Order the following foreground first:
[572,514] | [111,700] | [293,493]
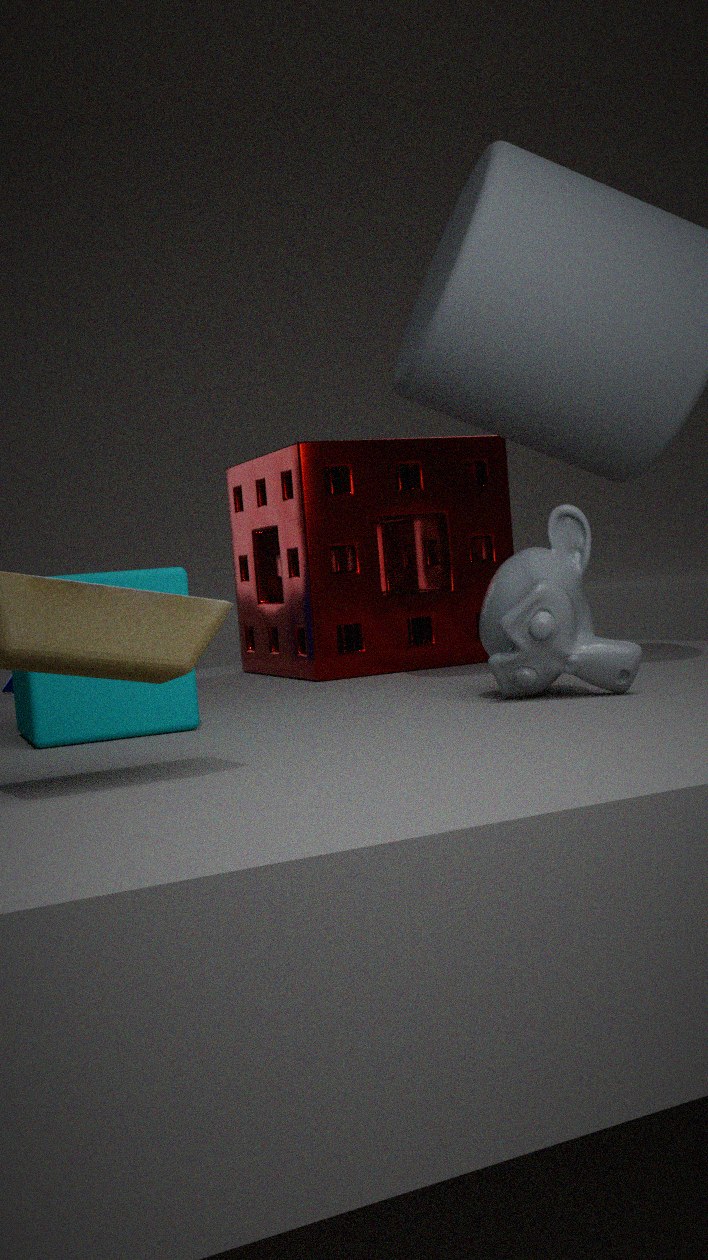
[111,700], [572,514], [293,493]
